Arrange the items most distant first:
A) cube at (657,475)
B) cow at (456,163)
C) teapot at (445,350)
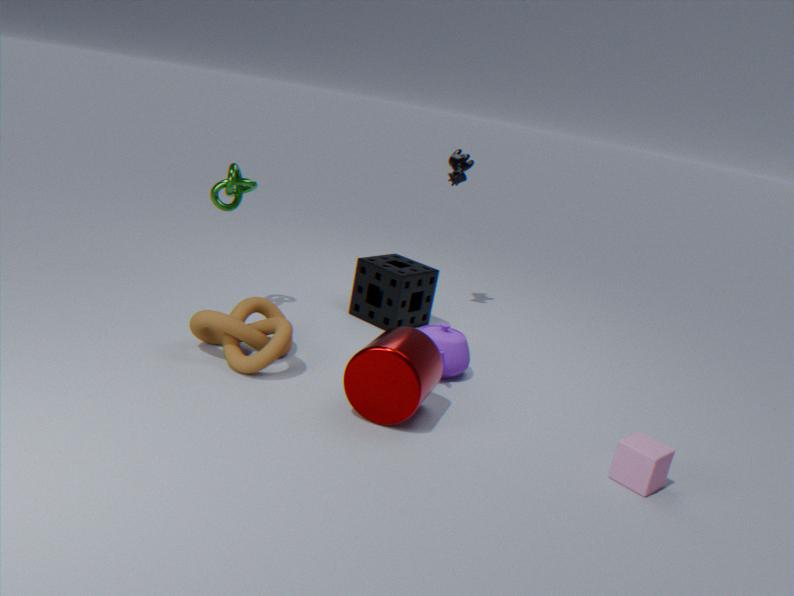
cow at (456,163)
teapot at (445,350)
cube at (657,475)
